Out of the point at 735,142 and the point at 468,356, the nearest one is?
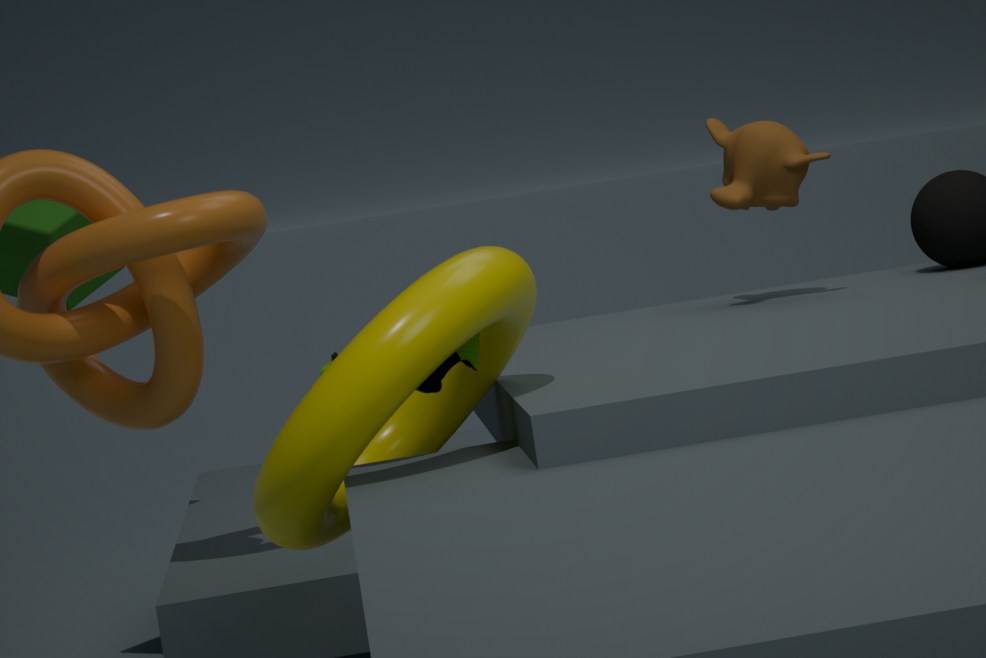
the point at 468,356
